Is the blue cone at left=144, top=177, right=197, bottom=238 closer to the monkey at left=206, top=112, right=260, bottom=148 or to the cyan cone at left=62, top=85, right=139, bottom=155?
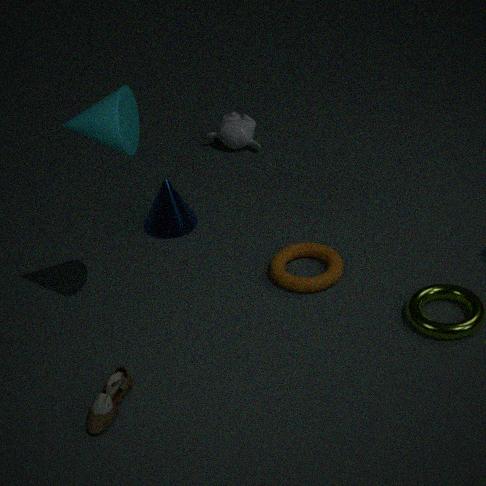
the monkey at left=206, top=112, right=260, bottom=148
